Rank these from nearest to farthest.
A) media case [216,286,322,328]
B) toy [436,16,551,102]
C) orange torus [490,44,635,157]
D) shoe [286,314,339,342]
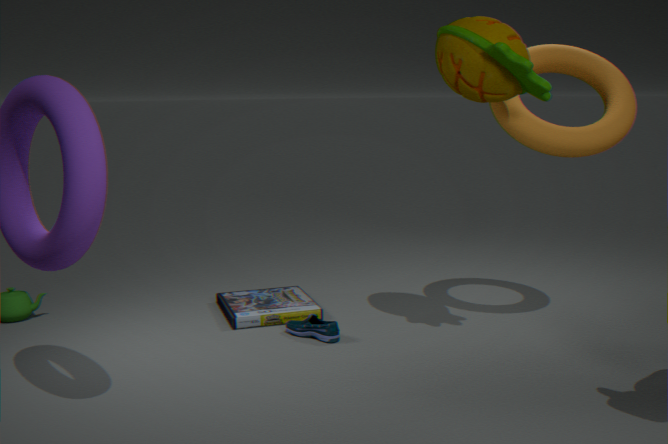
toy [436,16,551,102] → orange torus [490,44,635,157] → shoe [286,314,339,342] → media case [216,286,322,328]
